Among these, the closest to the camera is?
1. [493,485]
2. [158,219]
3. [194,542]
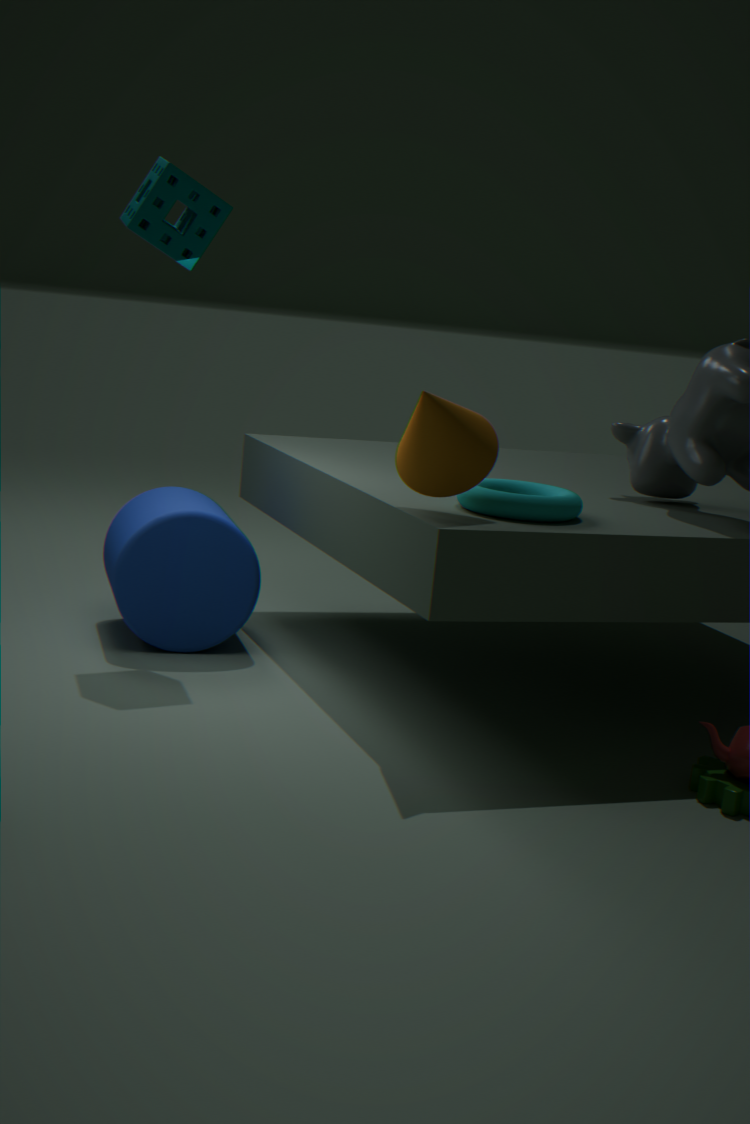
[493,485]
